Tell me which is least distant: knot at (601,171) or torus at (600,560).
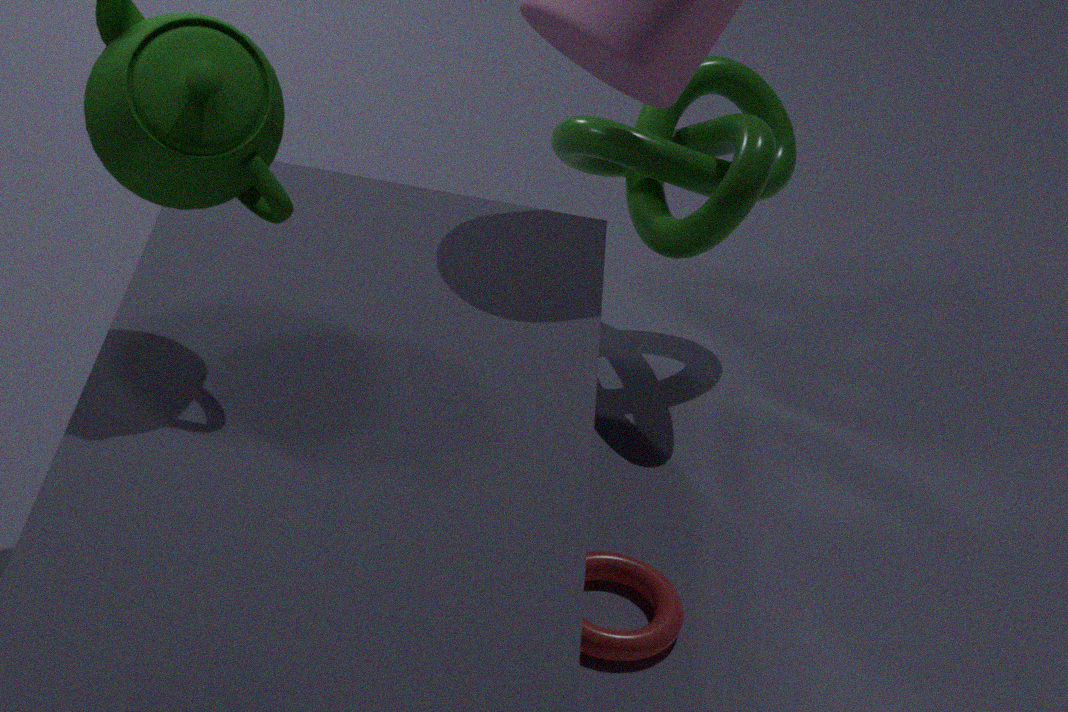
torus at (600,560)
